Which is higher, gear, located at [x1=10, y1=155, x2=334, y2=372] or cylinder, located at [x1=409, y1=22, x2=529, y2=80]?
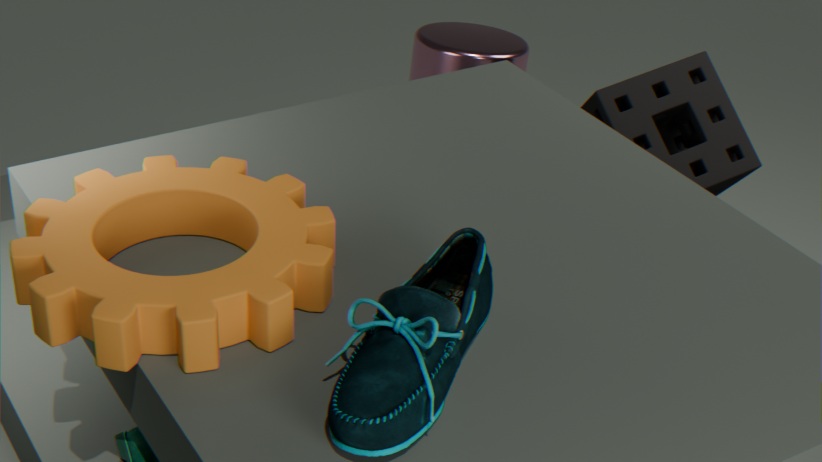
gear, located at [x1=10, y1=155, x2=334, y2=372]
